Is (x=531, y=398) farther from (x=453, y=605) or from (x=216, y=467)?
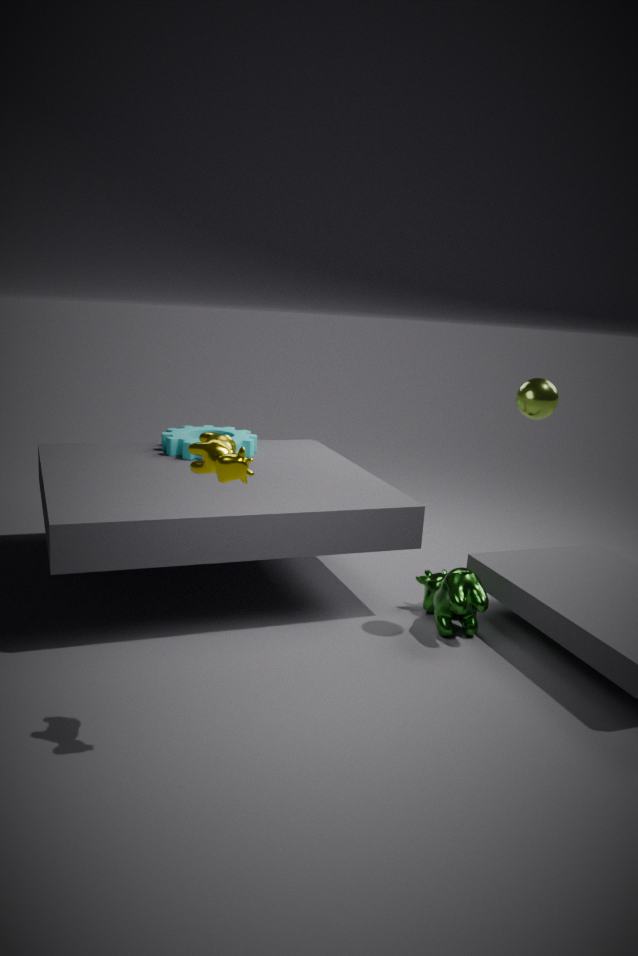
(x=216, y=467)
